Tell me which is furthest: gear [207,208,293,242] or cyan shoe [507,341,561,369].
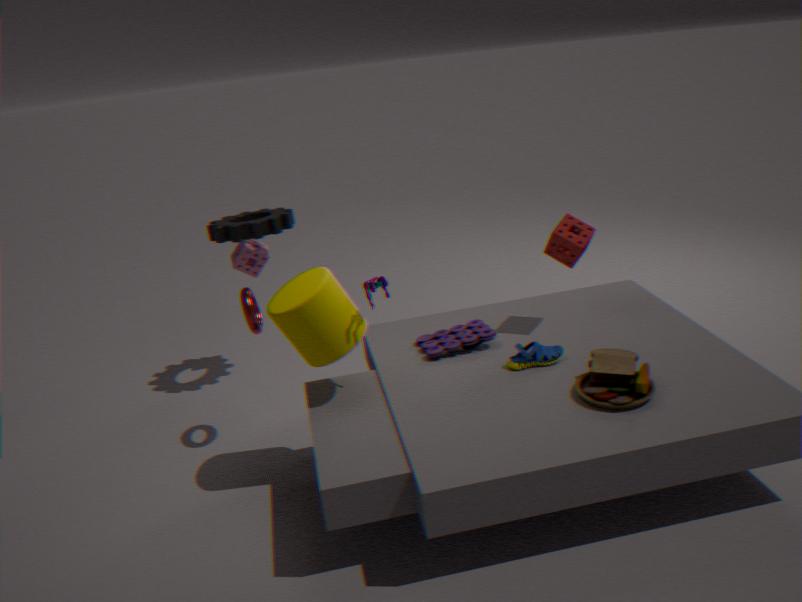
gear [207,208,293,242]
